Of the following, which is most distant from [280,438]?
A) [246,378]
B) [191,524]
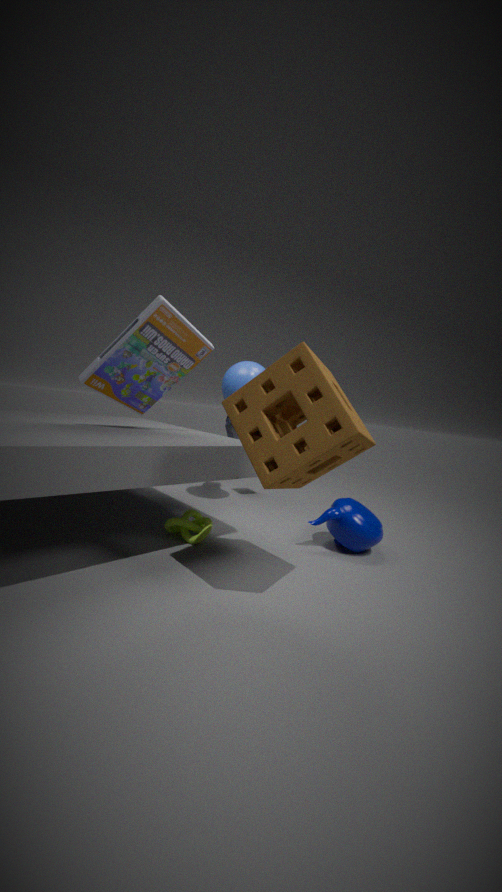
[246,378]
